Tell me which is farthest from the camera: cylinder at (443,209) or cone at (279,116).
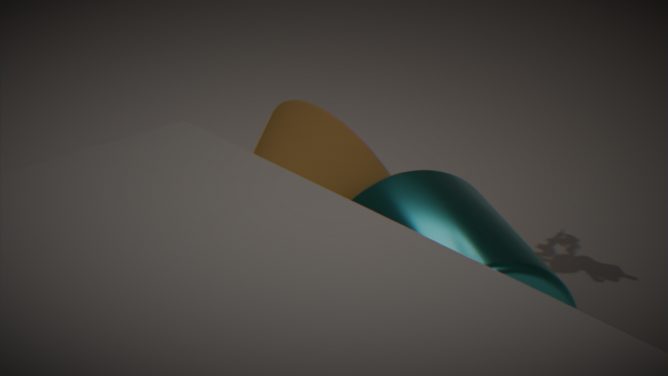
cone at (279,116)
